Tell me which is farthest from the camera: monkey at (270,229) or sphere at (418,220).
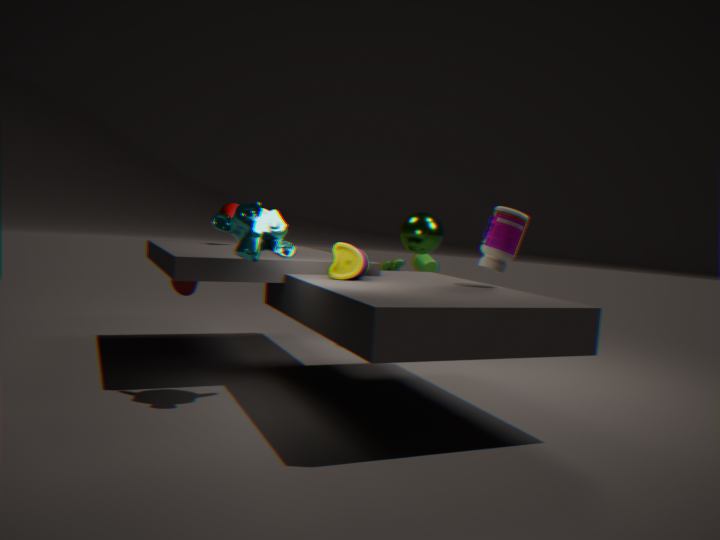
sphere at (418,220)
